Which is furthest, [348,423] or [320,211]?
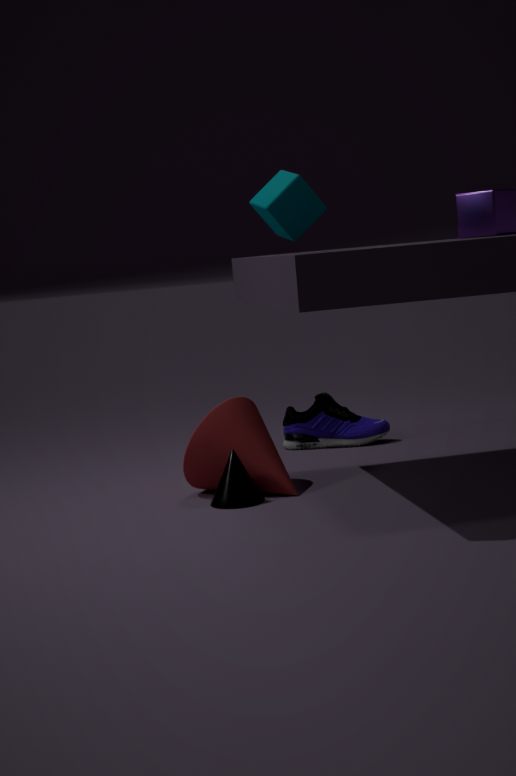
[348,423]
